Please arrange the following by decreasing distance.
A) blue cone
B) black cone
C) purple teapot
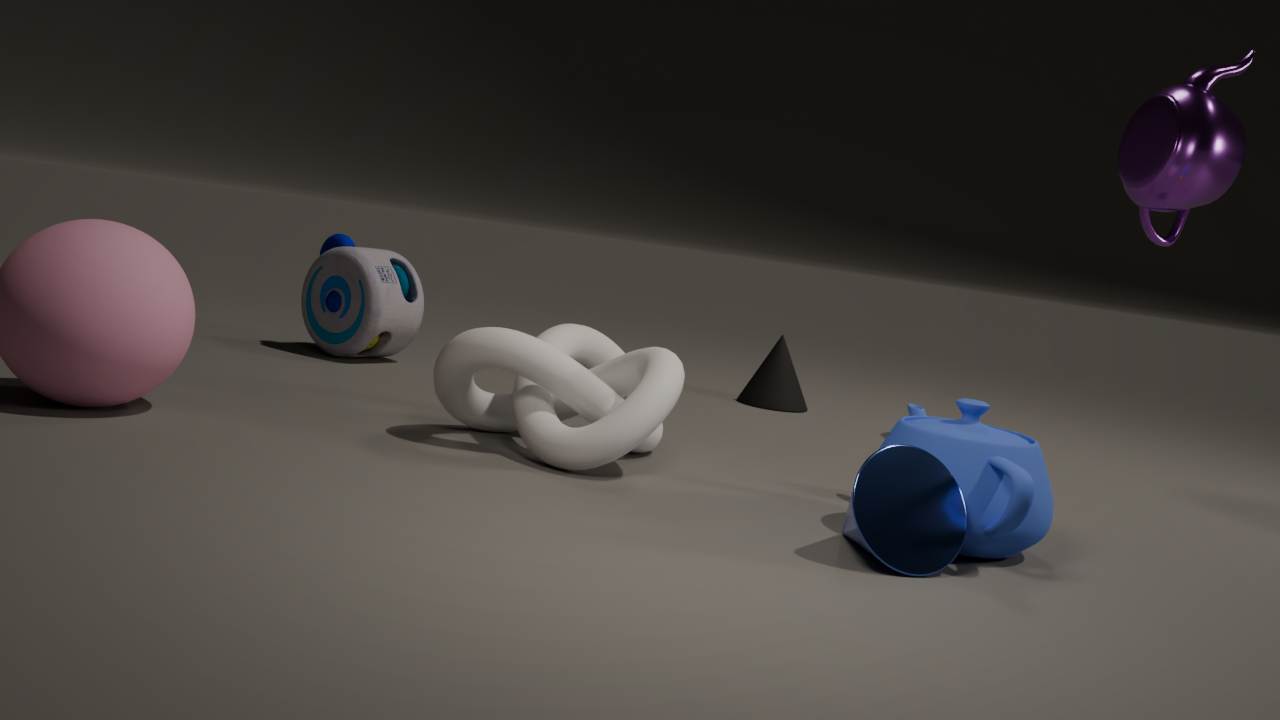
black cone
purple teapot
blue cone
